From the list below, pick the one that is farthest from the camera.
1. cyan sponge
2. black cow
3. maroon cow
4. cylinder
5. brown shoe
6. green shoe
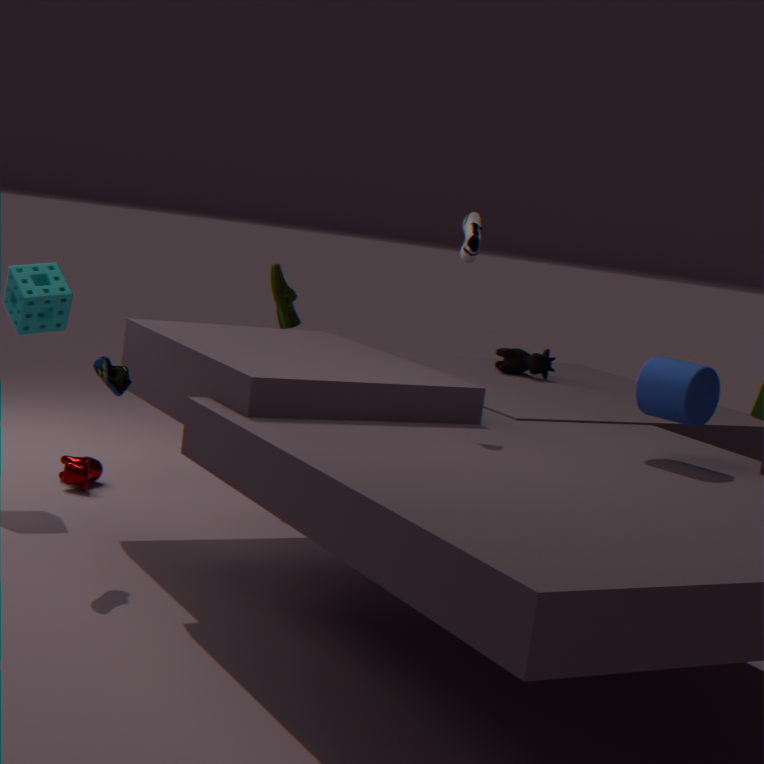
black cow
